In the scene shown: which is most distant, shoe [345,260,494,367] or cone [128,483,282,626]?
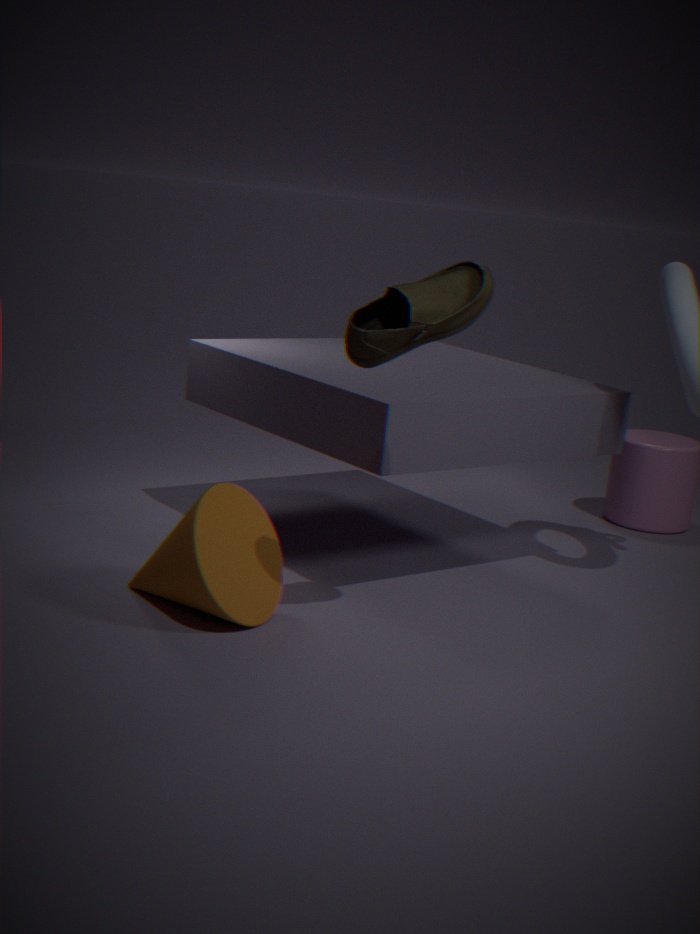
cone [128,483,282,626]
